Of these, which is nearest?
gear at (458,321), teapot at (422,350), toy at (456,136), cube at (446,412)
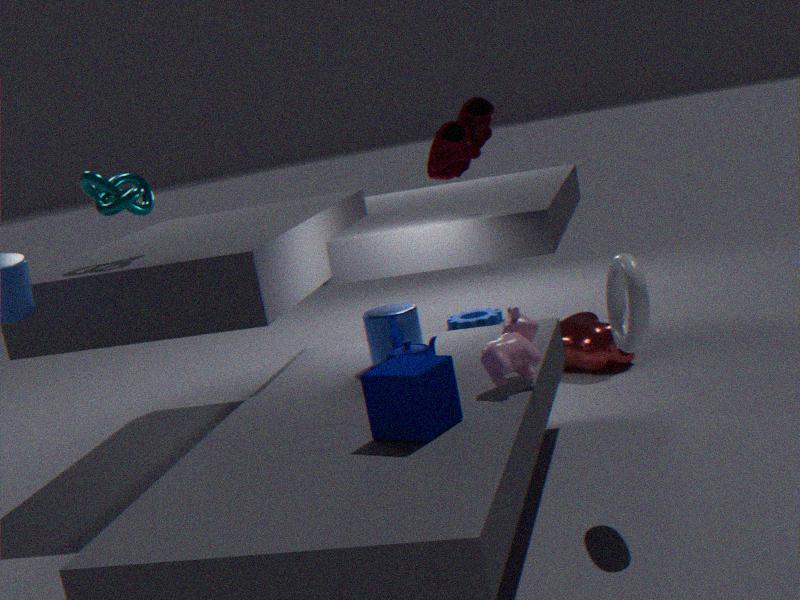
cube at (446,412)
